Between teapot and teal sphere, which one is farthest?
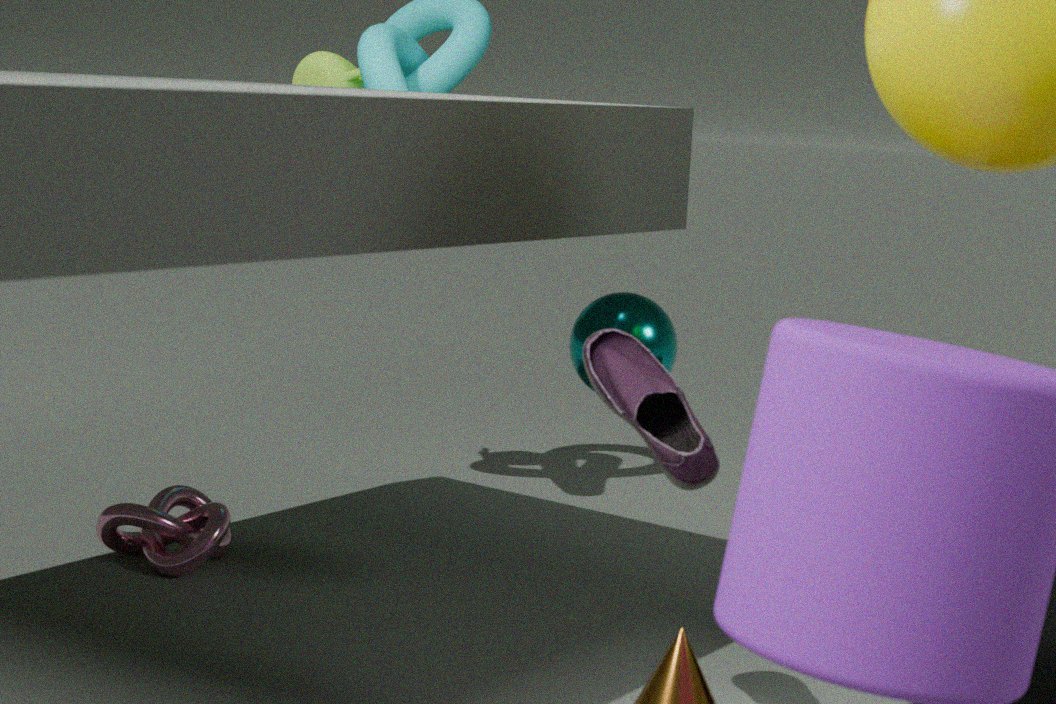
→ teapot
